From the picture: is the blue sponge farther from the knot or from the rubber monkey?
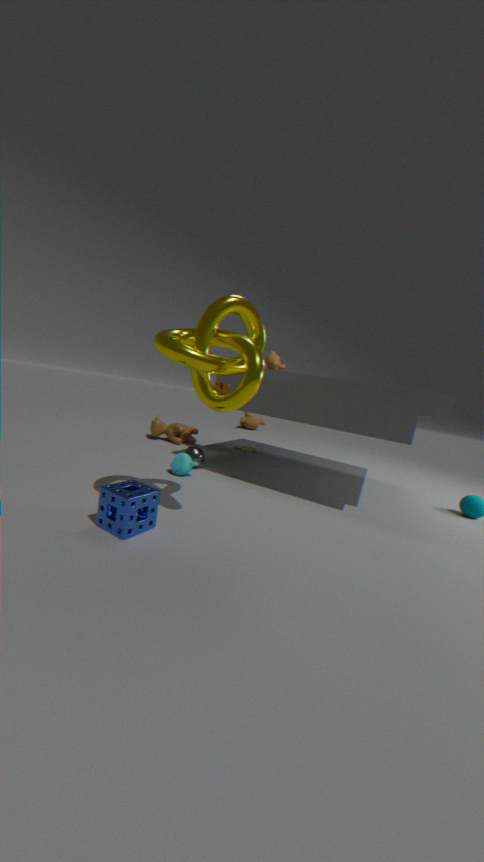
the rubber monkey
